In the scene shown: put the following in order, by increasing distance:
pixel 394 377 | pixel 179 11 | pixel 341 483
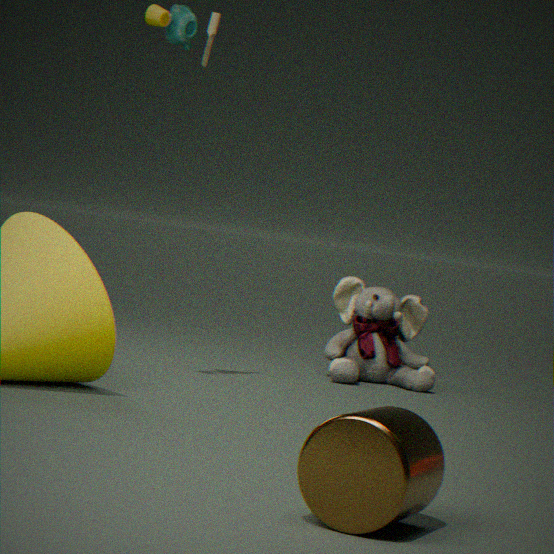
1. pixel 341 483
2. pixel 179 11
3. pixel 394 377
